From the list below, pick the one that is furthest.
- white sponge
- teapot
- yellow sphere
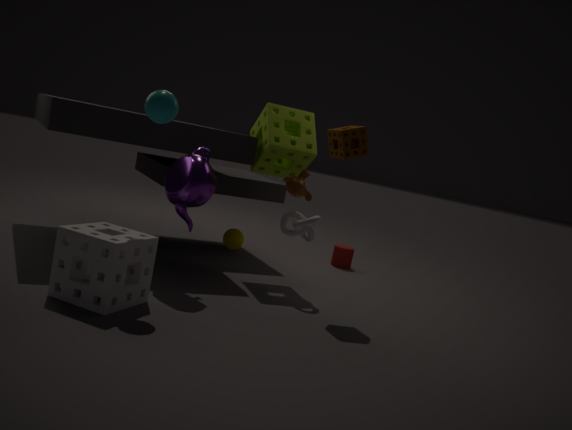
yellow sphere
